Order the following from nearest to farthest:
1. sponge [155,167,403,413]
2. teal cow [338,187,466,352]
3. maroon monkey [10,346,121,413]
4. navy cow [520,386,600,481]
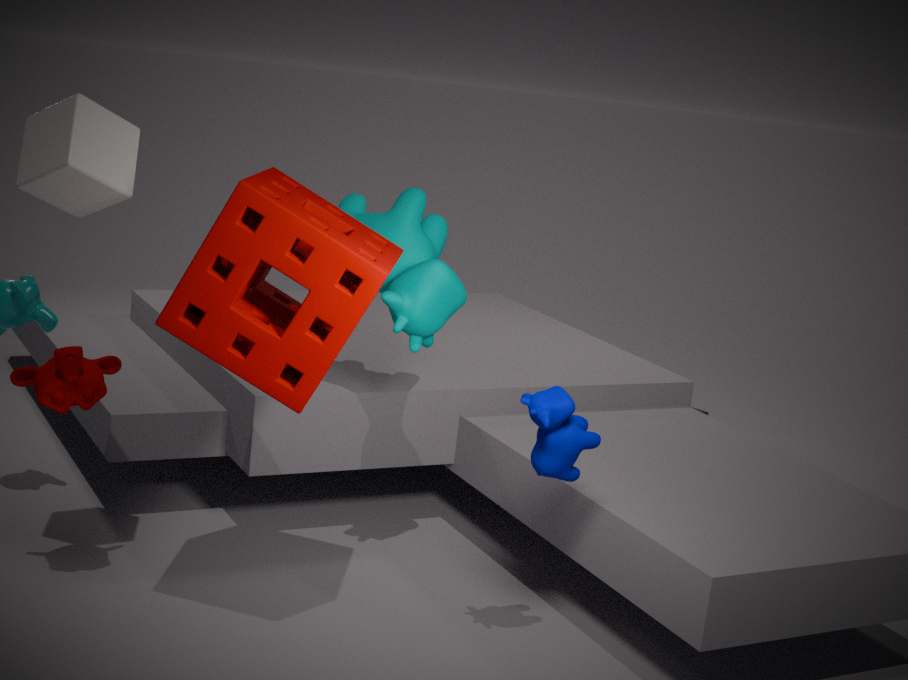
sponge [155,167,403,413], navy cow [520,386,600,481], maroon monkey [10,346,121,413], teal cow [338,187,466,352]
